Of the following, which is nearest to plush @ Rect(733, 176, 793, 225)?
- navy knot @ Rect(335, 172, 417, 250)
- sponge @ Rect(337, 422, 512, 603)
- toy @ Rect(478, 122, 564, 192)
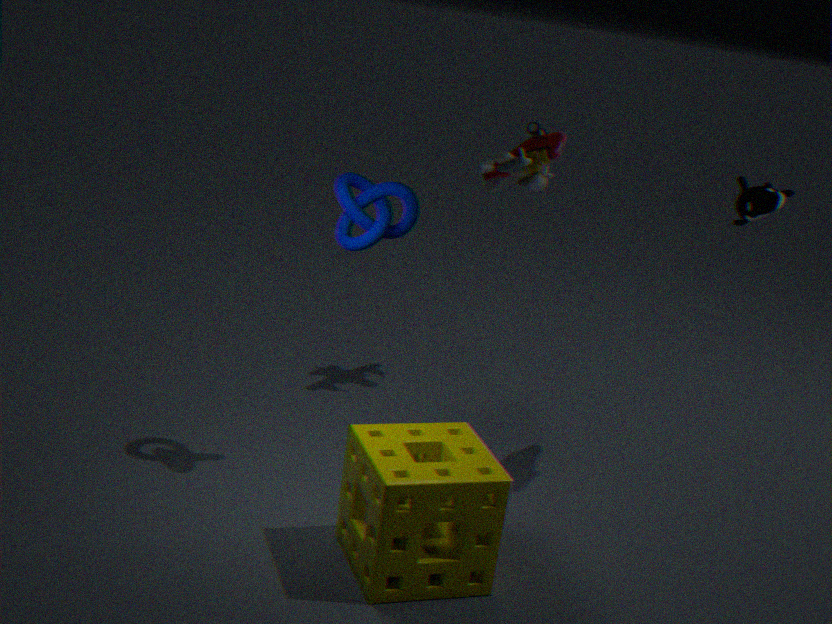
toy @ Rect(478, 122, 564, 192)
